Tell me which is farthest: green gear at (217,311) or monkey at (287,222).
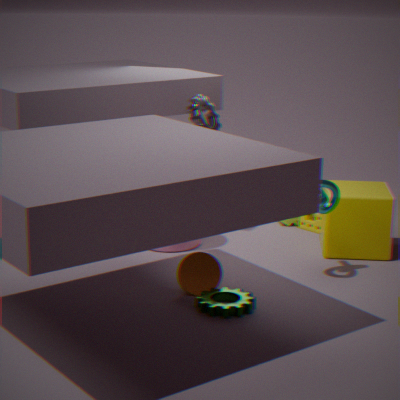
monkey at (287,222)
